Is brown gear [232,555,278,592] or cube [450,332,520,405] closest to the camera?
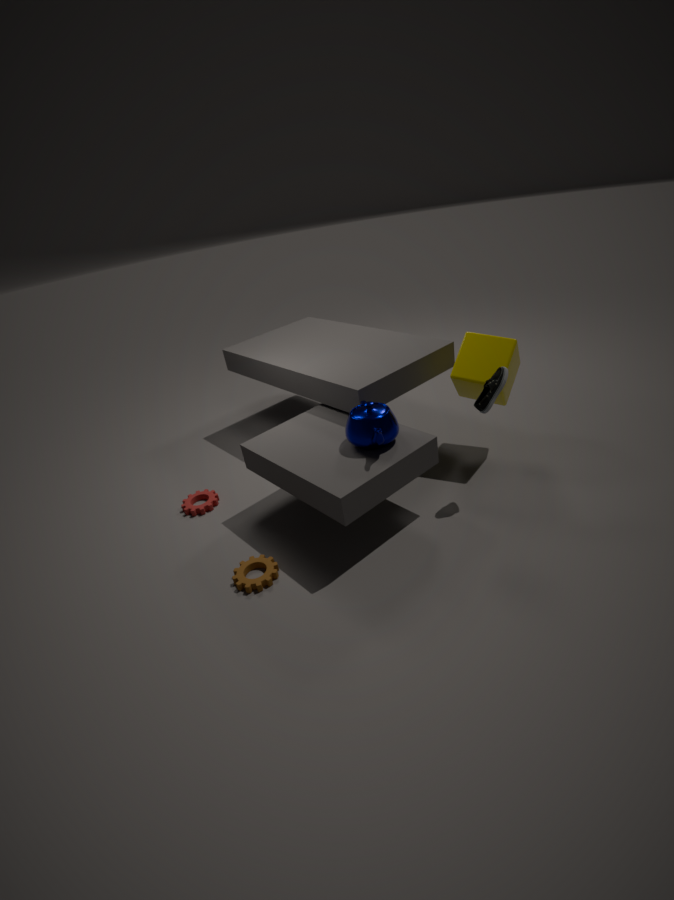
brown gear [232,555,278,592]
